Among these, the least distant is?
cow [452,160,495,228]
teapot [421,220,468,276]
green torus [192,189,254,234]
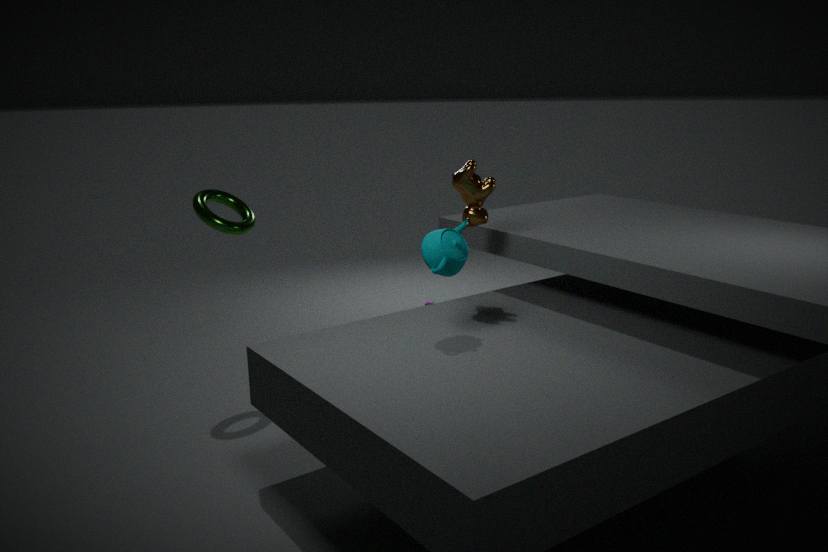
teapot [421,220,468,276]
